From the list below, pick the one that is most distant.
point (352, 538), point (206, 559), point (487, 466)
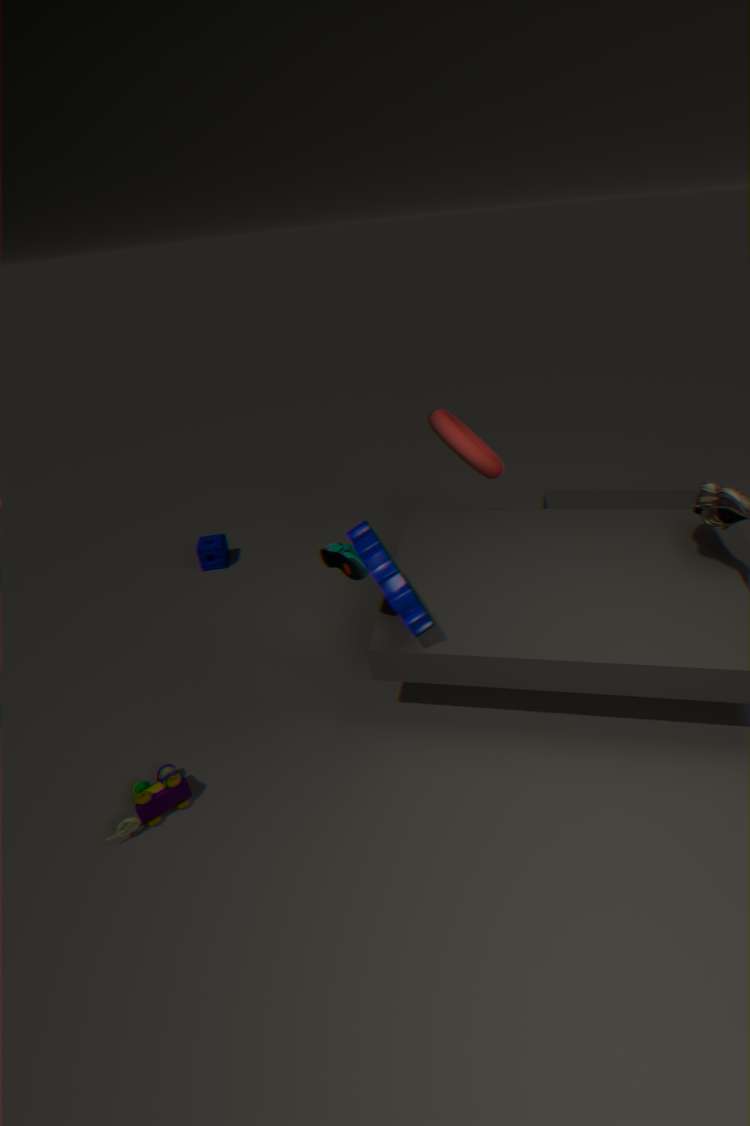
point (206, 559)
